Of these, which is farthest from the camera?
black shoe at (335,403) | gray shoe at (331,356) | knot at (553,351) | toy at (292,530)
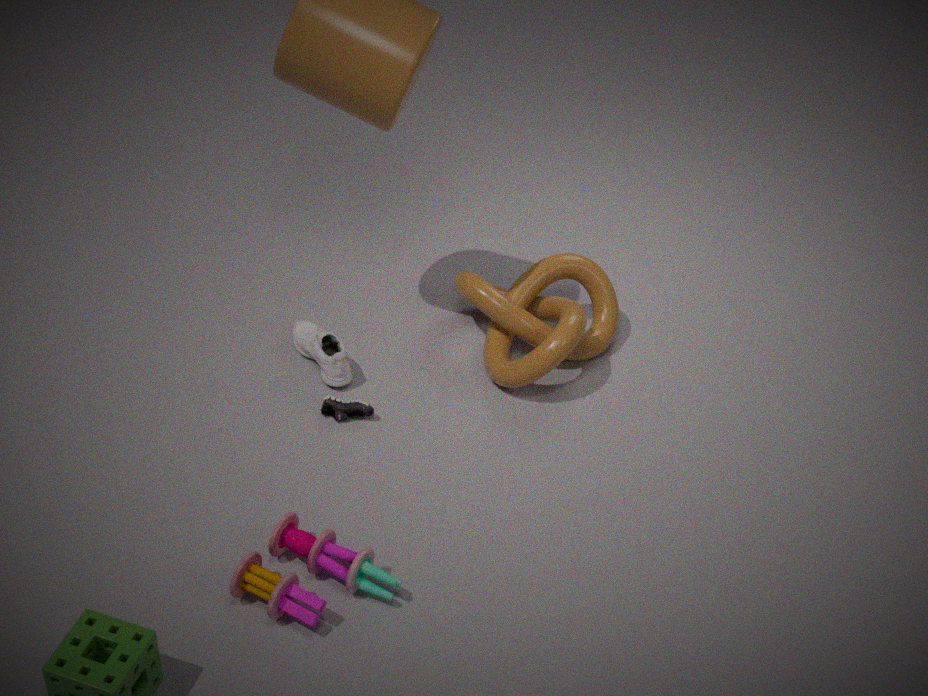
gray shoe at (331,356)
